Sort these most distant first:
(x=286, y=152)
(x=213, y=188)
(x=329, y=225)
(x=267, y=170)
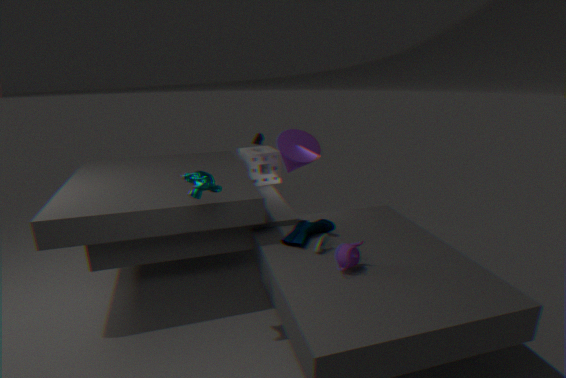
(x=267, y=170), (x=286, y=152), (x=329, y=225), (x=213, y=188)
